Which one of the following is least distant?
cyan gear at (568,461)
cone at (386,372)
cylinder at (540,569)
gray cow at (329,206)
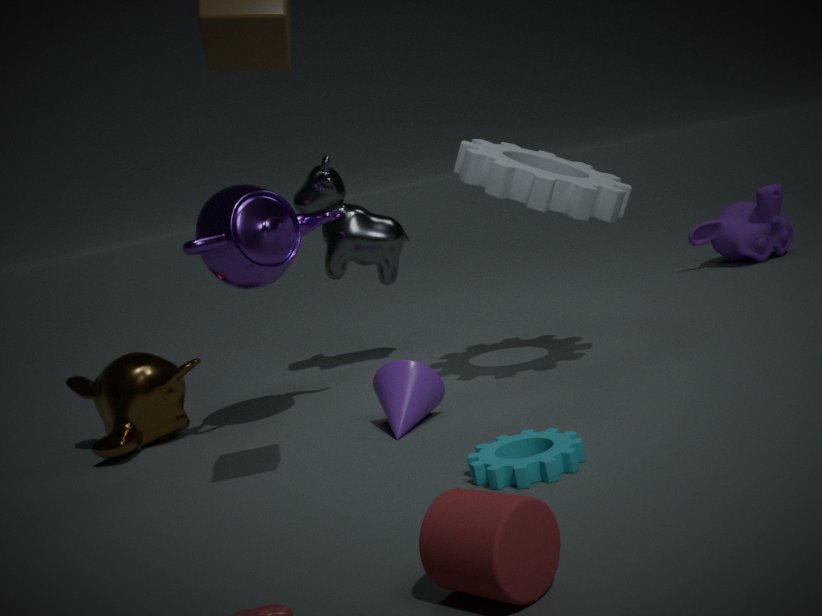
cylinder at (540,569)
